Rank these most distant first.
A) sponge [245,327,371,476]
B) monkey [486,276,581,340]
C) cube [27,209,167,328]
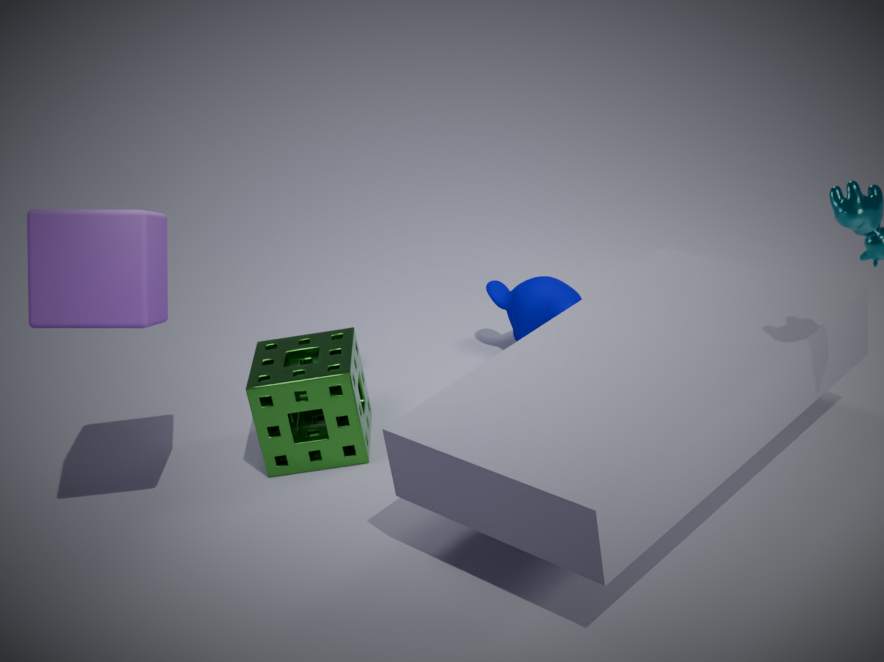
monkey [486,276,581,340] → sponge [245,327,371,476] → cube [27,209,167,328]
